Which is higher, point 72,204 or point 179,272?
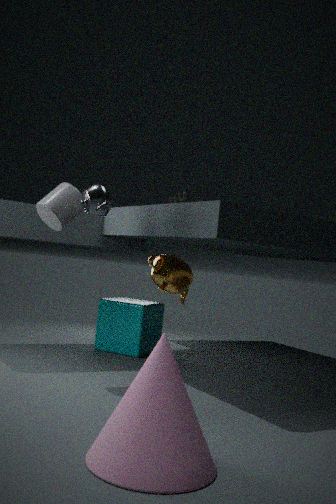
point 72,204
